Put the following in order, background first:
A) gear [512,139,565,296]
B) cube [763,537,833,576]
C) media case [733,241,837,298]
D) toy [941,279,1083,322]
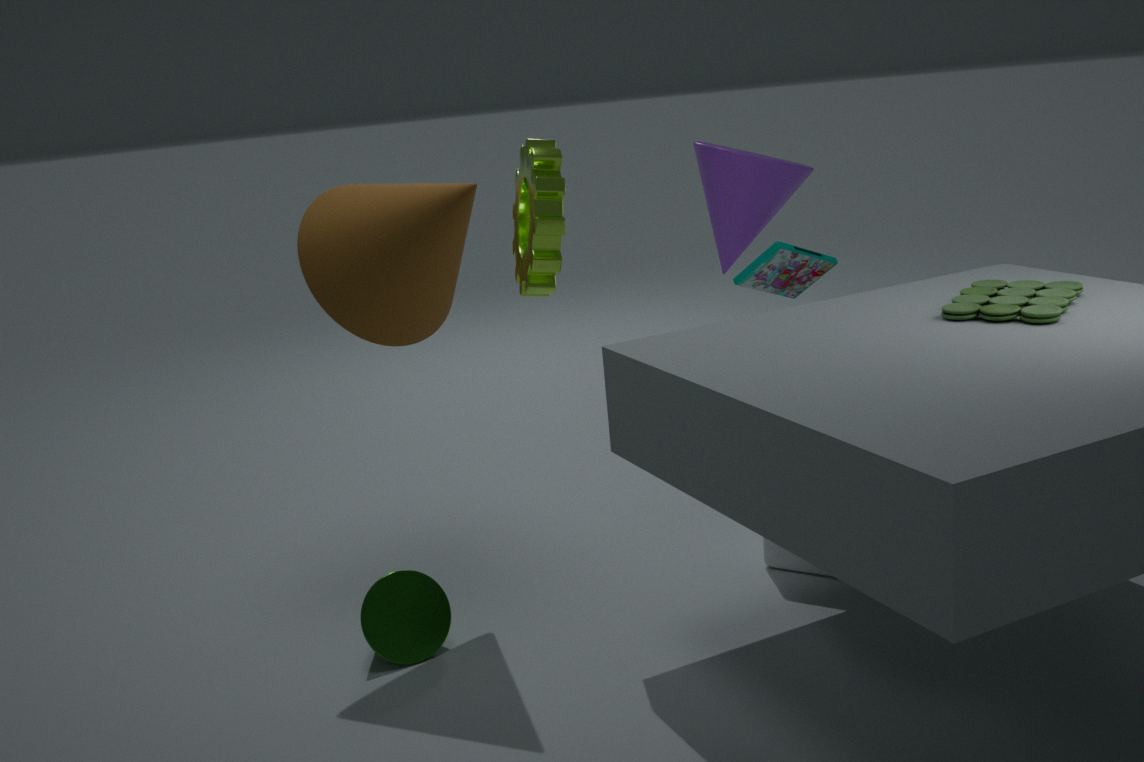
media case [733,241,837,298]
cube [763,537,833,576]
toy [941,279,1083,322]
gear [512,139,565,296]
